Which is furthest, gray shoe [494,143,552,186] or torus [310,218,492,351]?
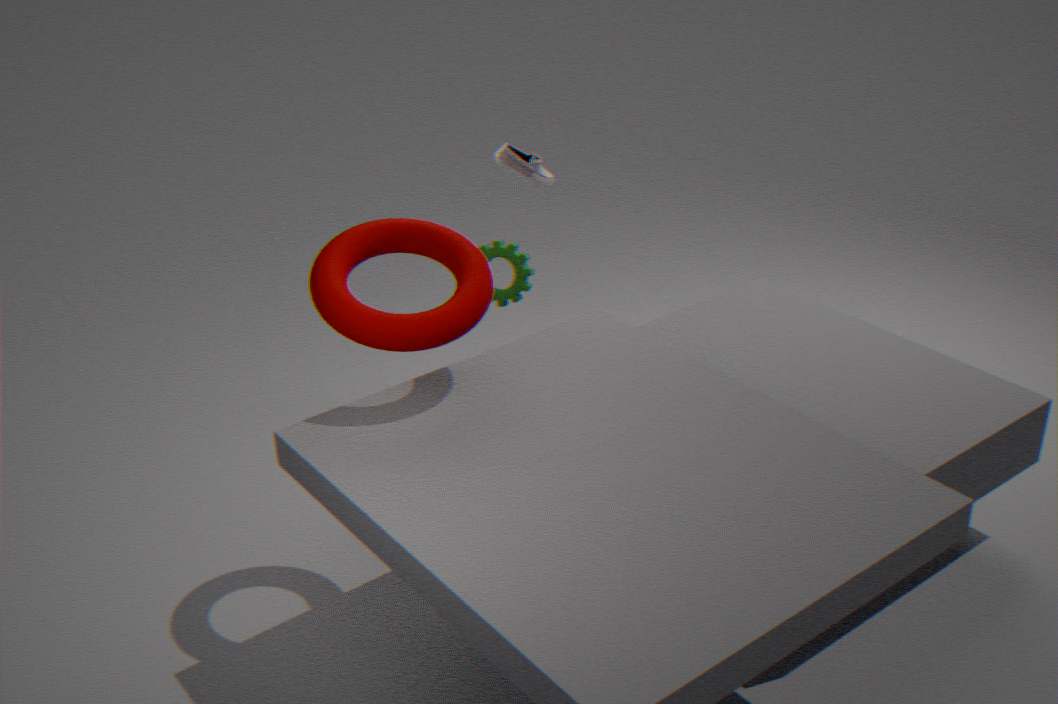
gray shoe [494,143,552,186]
